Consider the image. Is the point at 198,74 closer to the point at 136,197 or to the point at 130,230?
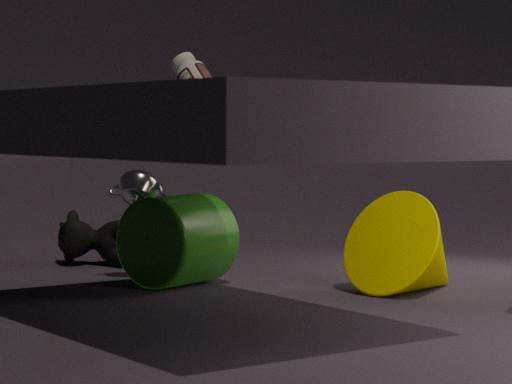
the point at 136,197
